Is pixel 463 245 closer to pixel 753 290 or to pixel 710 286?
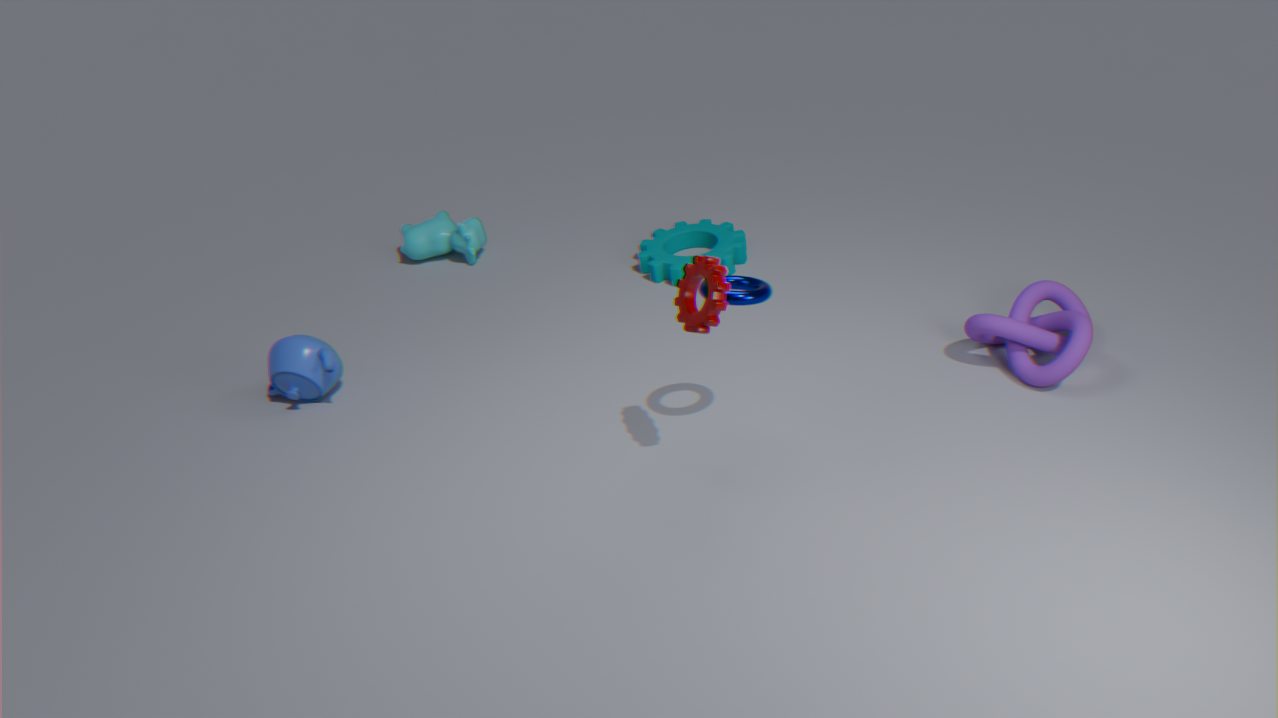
pixel 753 290
